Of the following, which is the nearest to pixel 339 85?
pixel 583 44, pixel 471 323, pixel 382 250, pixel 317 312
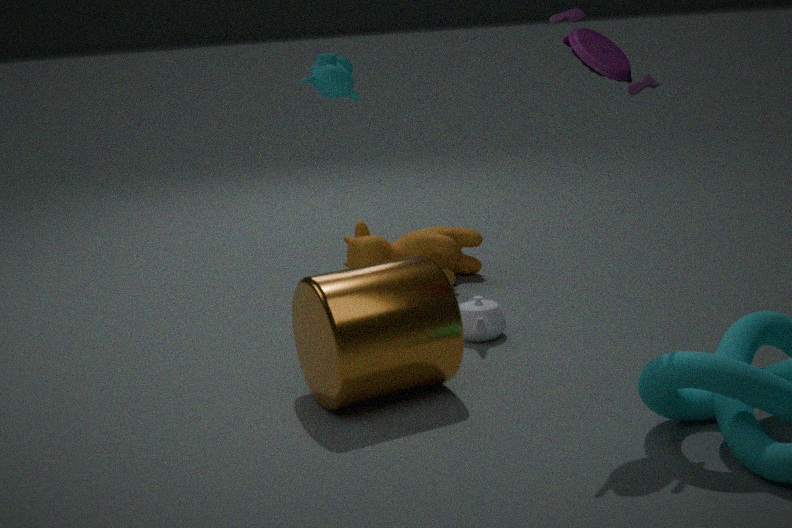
pixel 382 250
